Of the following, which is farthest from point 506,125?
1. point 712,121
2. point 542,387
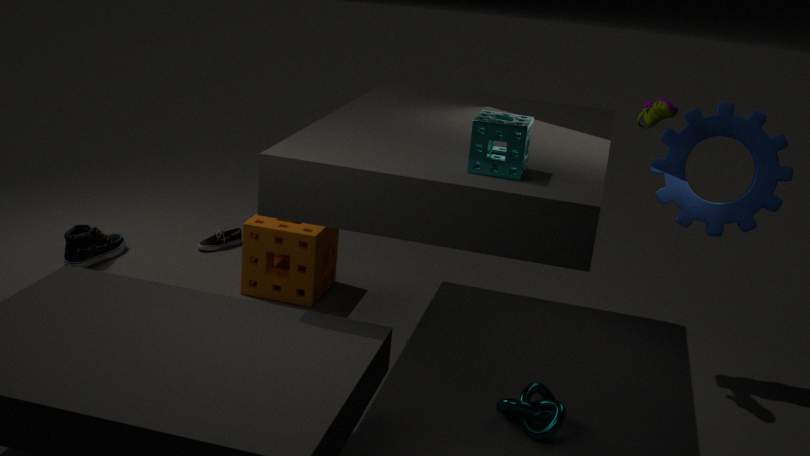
point 712,121
